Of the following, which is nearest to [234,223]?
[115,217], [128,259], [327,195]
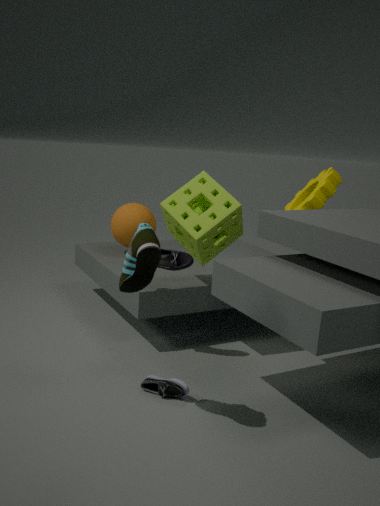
[327,195]
